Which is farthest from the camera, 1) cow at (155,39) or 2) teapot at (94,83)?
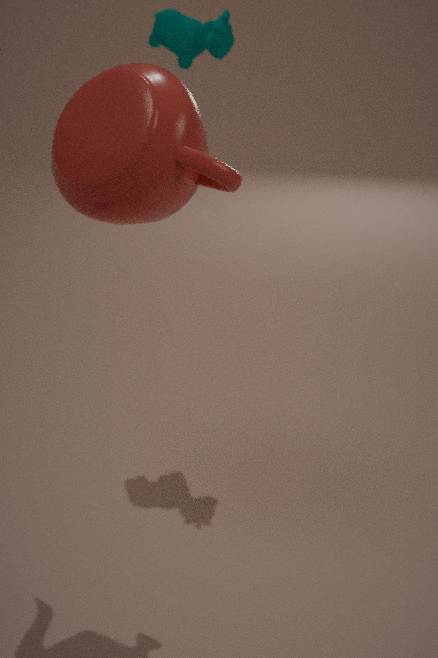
1. cow at (155,39)
